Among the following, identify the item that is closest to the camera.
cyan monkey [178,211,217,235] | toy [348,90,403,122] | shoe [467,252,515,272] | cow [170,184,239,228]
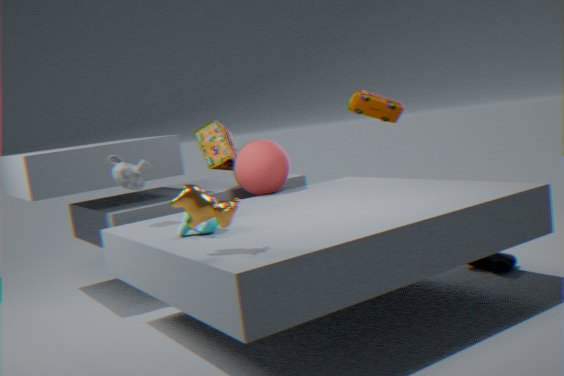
cow [170,184,239,228]
